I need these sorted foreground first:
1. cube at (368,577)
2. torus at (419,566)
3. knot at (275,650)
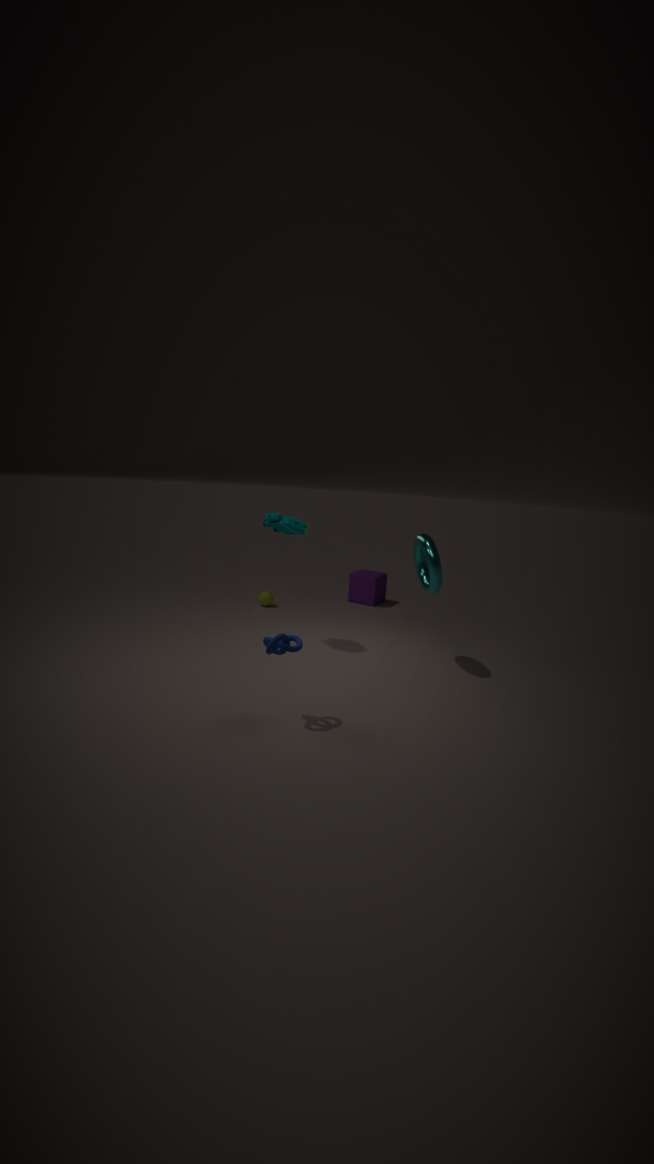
A: knot at (275,650), torus at (419,566), cube at (368,577)
